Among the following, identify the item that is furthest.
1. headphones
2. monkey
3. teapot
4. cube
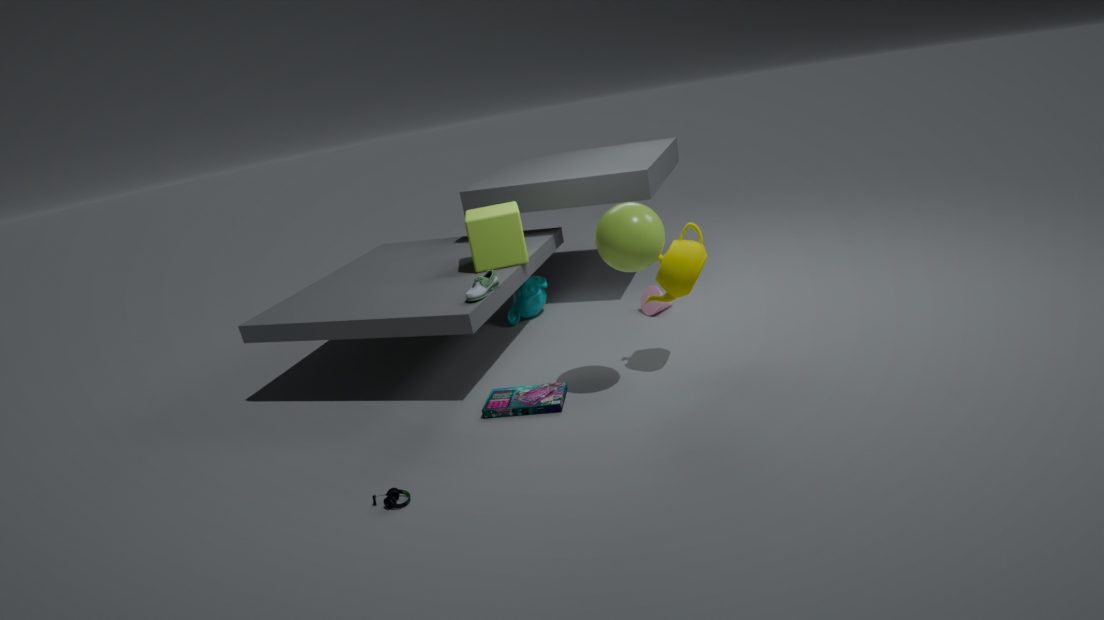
monkey
